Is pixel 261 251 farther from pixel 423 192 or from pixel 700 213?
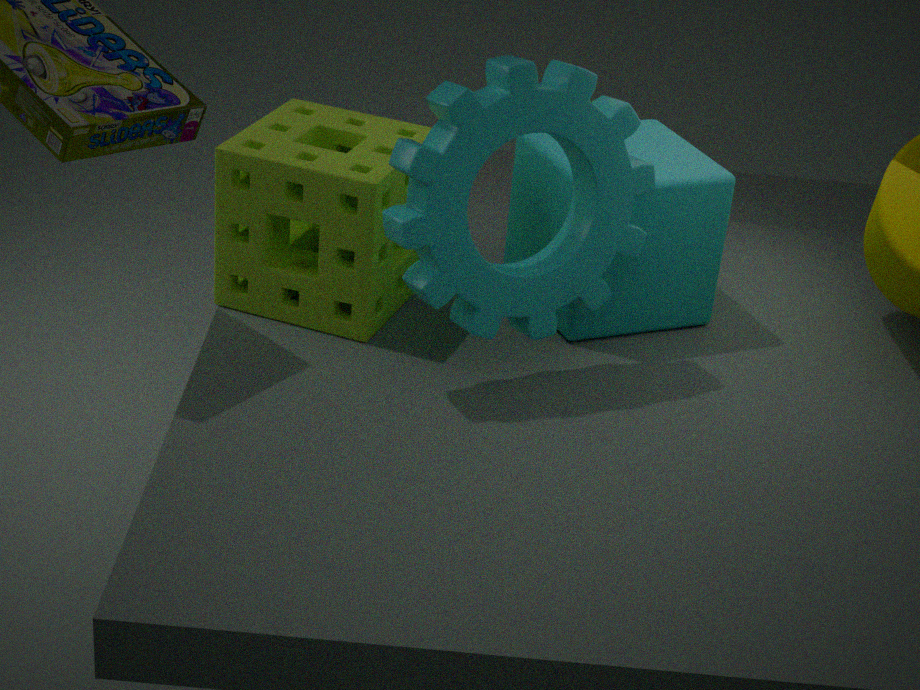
pixel 700 213
